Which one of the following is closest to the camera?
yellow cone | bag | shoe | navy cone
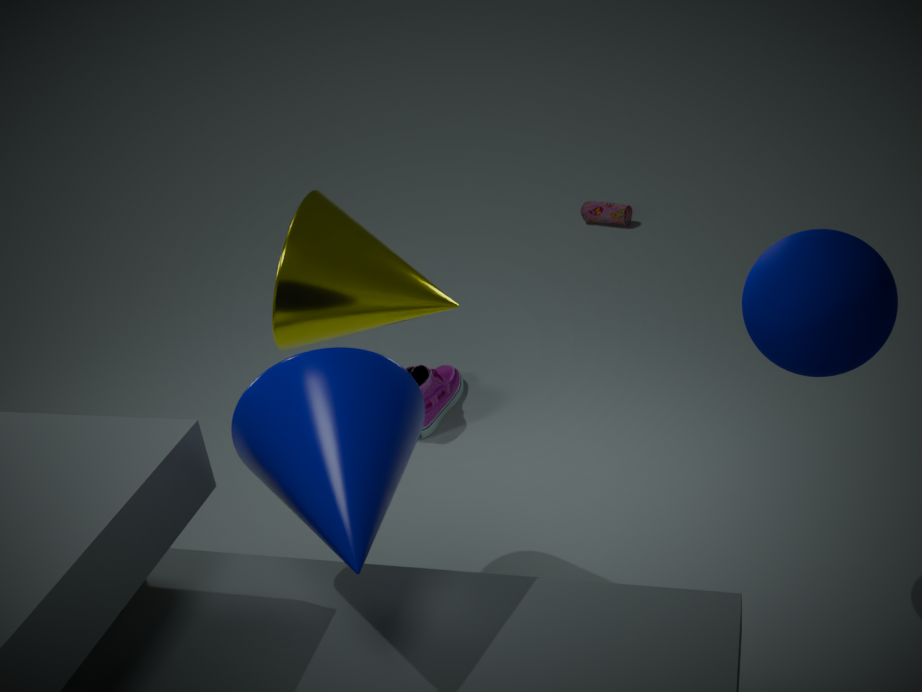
navy cone
